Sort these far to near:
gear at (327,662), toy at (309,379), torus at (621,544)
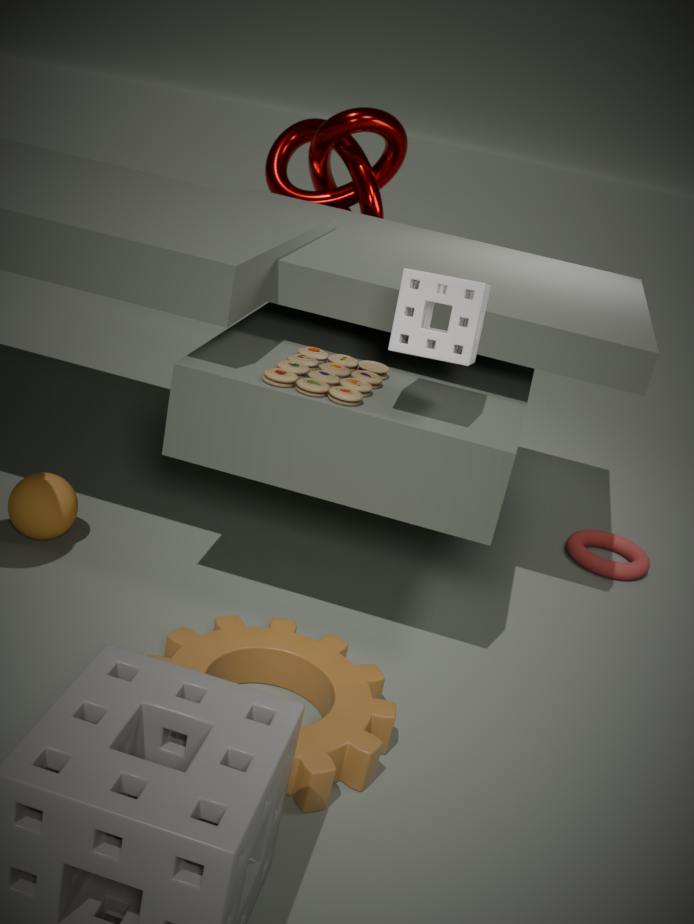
1. torus at (621,544)
2. toy at (309,379)
3. gear at (327,662)
